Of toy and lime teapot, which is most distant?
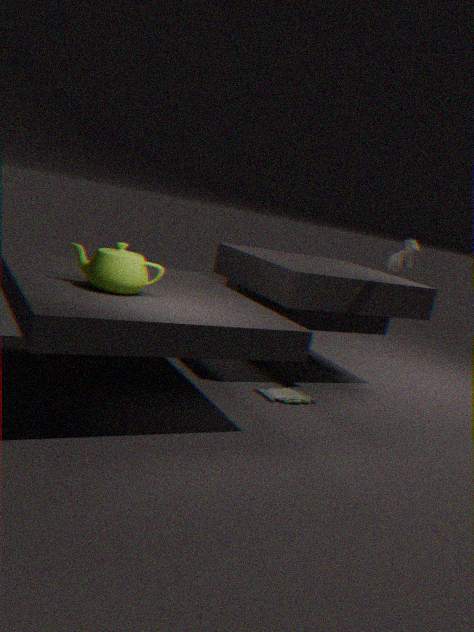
toy
